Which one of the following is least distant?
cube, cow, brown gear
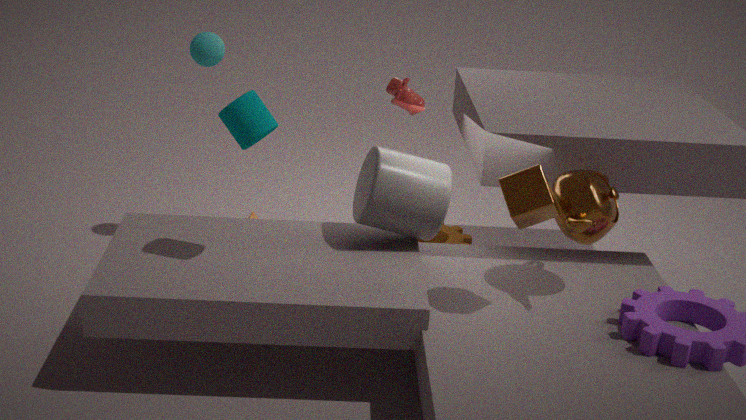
cube
